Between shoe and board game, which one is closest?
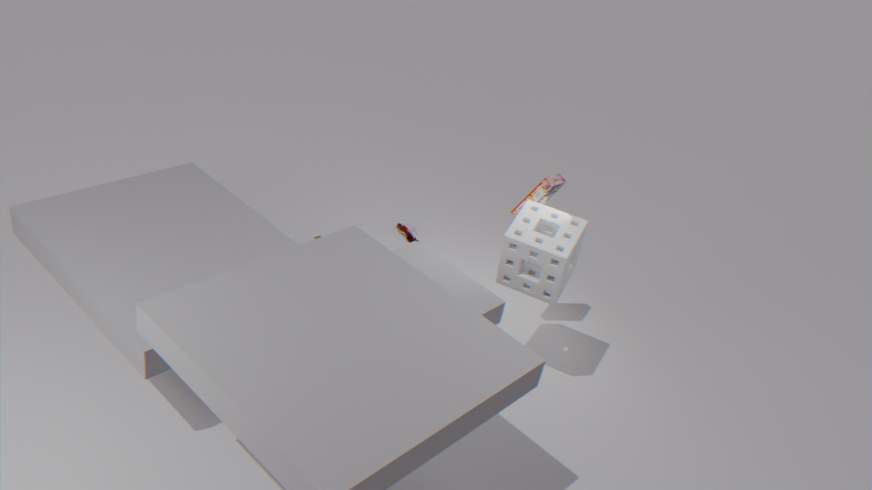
board game
